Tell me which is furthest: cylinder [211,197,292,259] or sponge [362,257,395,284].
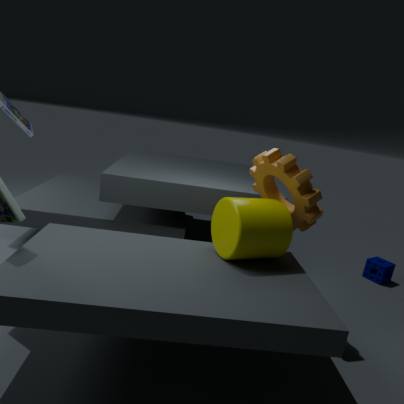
sponge [362,257,395,284]
